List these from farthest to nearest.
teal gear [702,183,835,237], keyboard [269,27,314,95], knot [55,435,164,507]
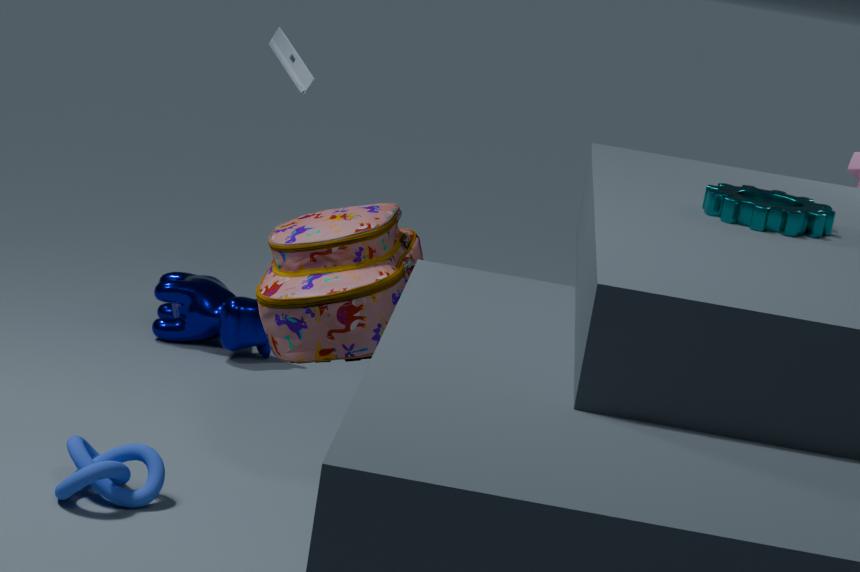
keyboard [269,27,314,95] < knot [55,435,164,507] < teal gear [702,183,835,237]
